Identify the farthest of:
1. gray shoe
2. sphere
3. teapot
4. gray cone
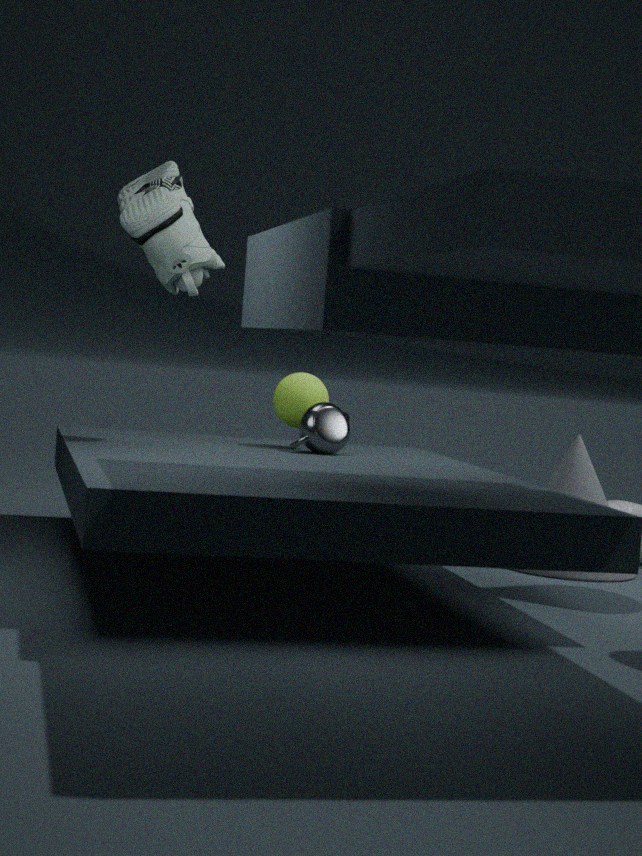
sphere
